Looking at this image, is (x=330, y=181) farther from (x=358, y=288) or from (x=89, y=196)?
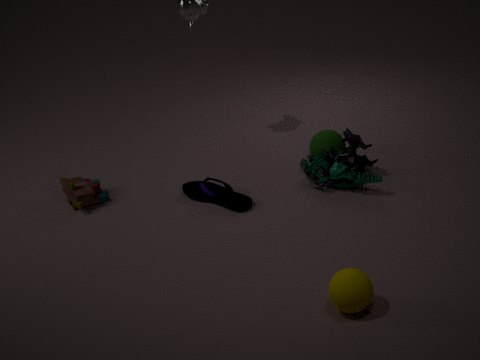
(x=89, y=196)
